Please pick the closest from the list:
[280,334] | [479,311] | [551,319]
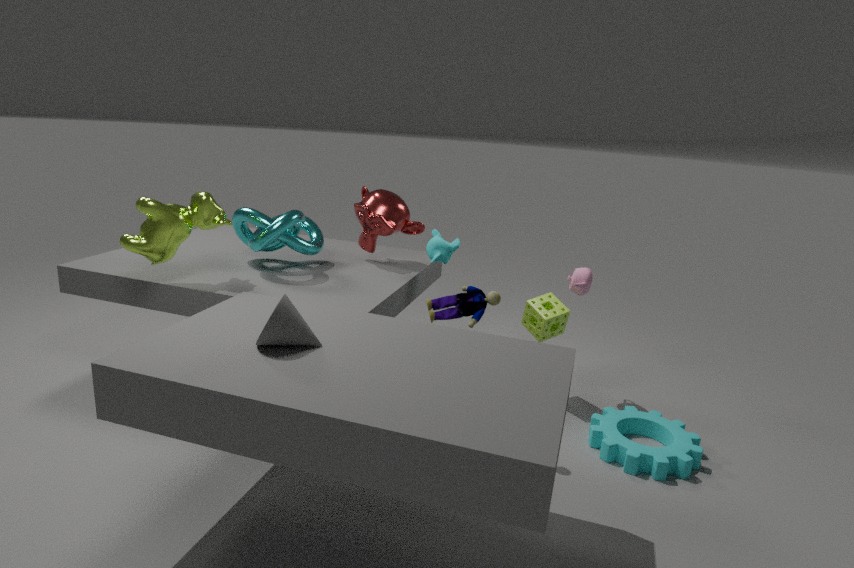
[280,334]
